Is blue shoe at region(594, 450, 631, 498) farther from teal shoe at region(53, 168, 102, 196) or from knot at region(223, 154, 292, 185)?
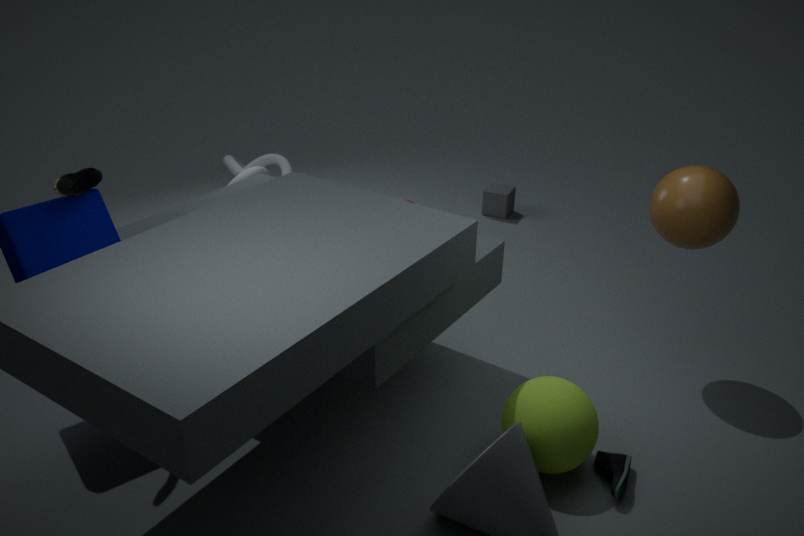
knot at region(223, 154, 292, 185)
